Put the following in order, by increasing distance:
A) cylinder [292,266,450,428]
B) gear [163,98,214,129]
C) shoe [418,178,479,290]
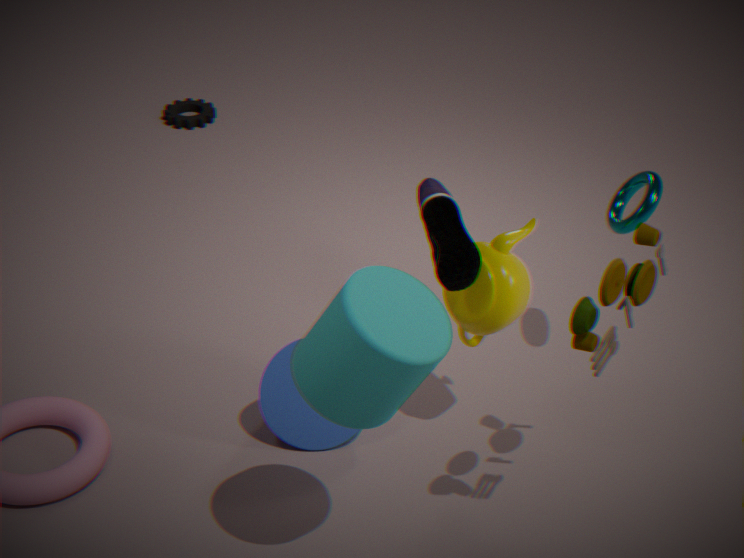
cylinder [292,266,450,428], shoe [418,178,479,290], gear [163,98,214,129]
